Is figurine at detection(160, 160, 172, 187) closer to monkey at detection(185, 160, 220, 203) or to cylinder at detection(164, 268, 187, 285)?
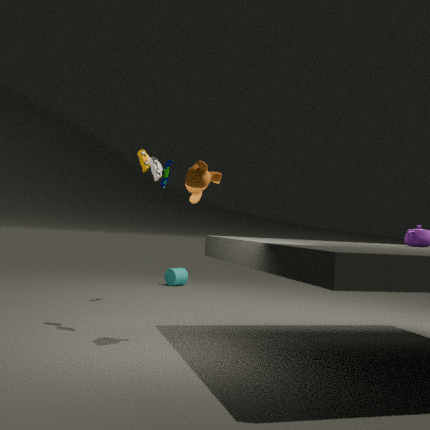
monkey at detection(185, 160, 220, 203)
